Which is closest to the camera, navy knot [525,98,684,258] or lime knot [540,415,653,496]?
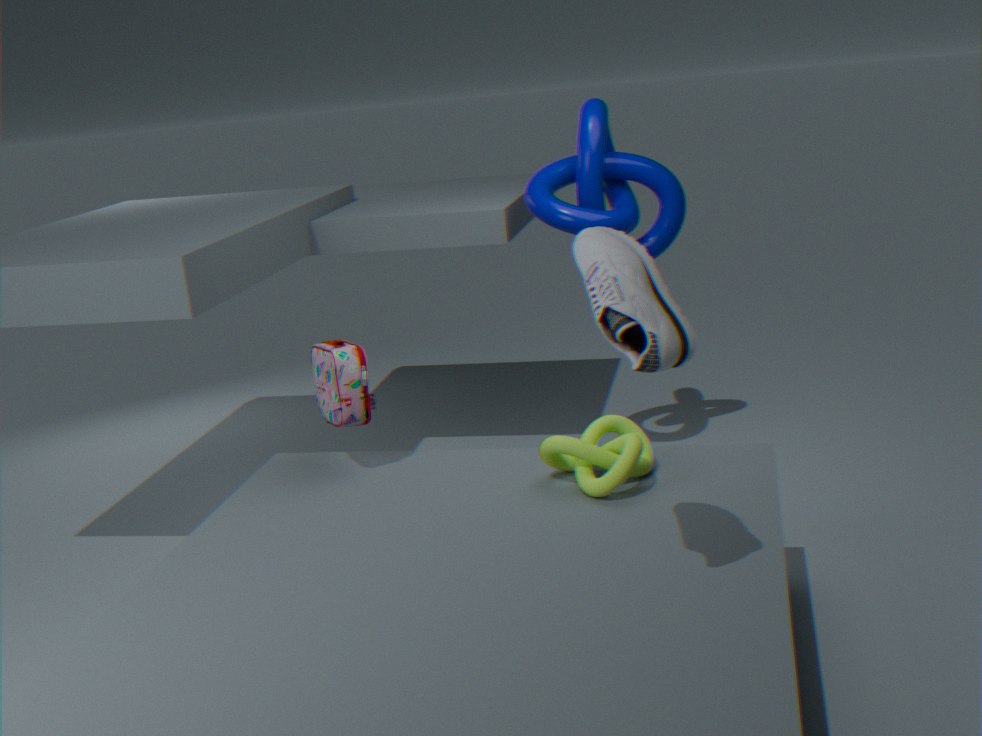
lime knot [540,415,653,496]
